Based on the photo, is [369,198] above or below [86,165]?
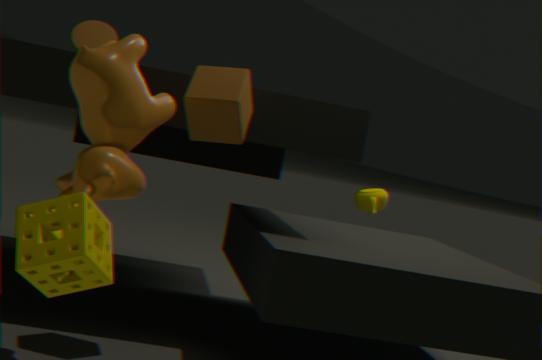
below
